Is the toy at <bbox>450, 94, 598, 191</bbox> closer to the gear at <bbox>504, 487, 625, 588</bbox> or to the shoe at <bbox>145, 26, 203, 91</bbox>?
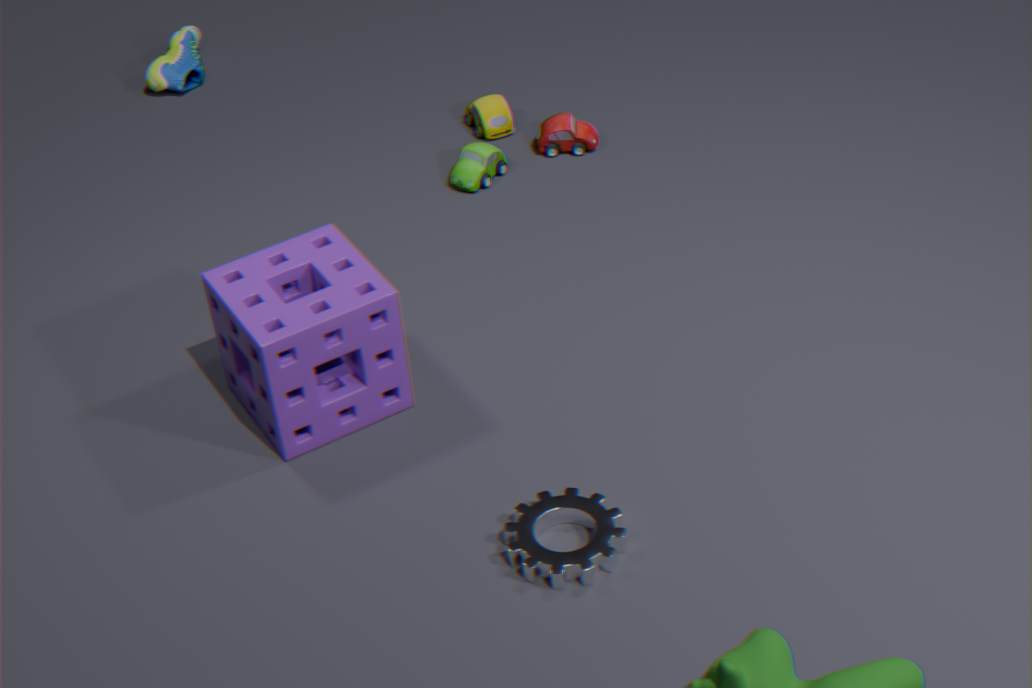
the shoe at <bbox>145, 26, 203, 91</bbox>
